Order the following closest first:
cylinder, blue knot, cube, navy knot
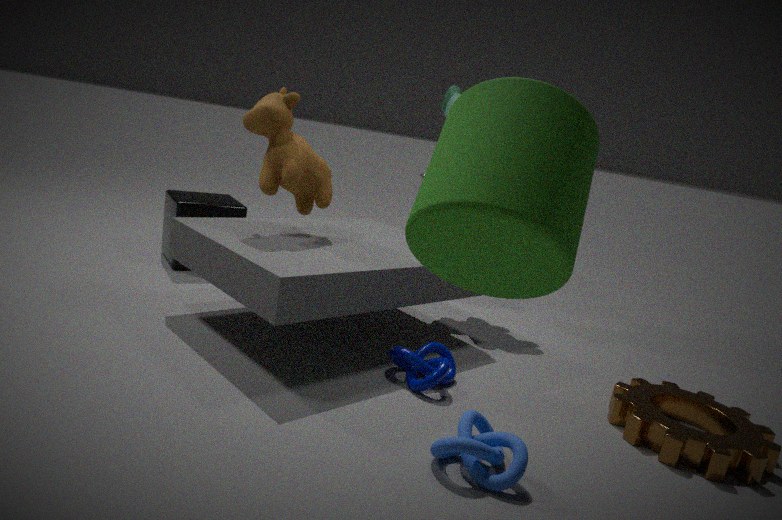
cylinder < blue knot < navy knot < cube
